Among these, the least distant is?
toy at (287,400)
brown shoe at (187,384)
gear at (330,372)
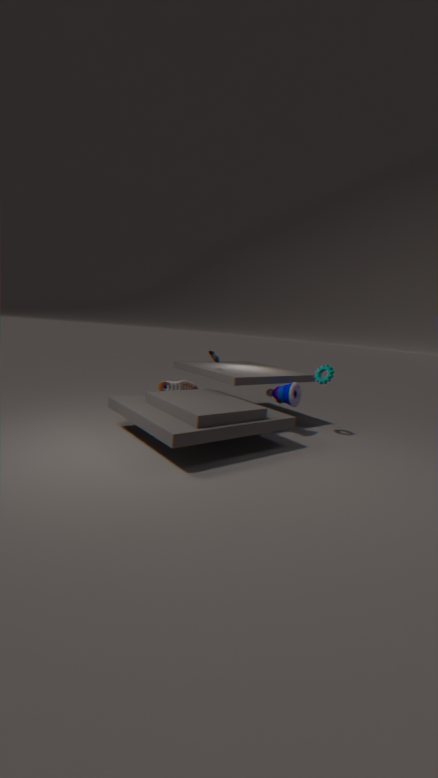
toy at (287,400)
